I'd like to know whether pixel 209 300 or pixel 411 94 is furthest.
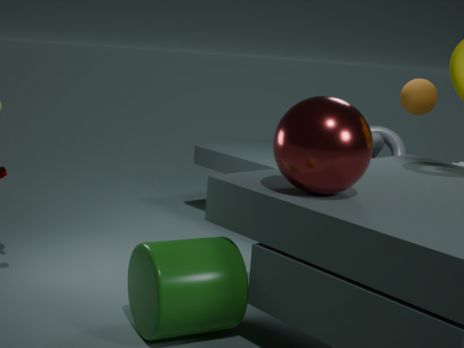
pixel 411 94
